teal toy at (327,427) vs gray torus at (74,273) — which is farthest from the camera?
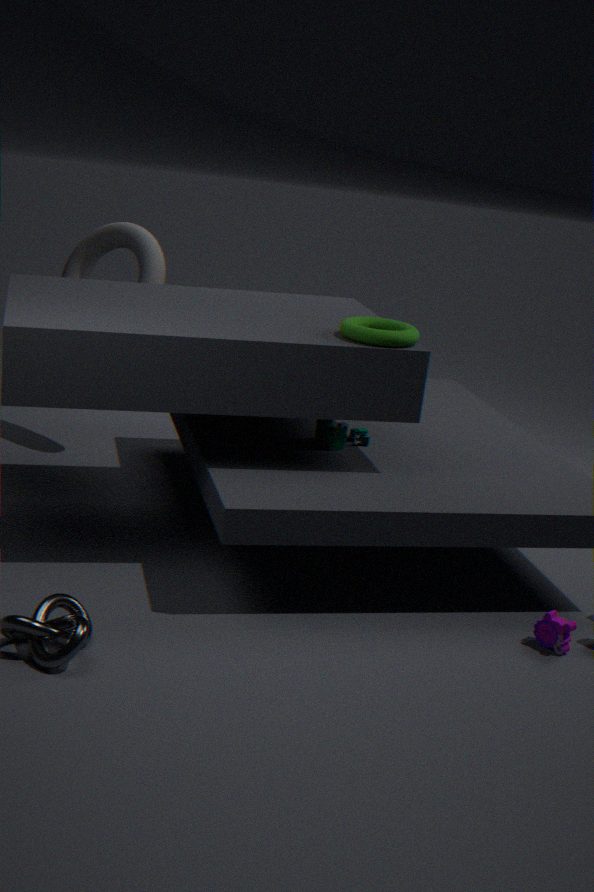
gray torus at (74,273)
